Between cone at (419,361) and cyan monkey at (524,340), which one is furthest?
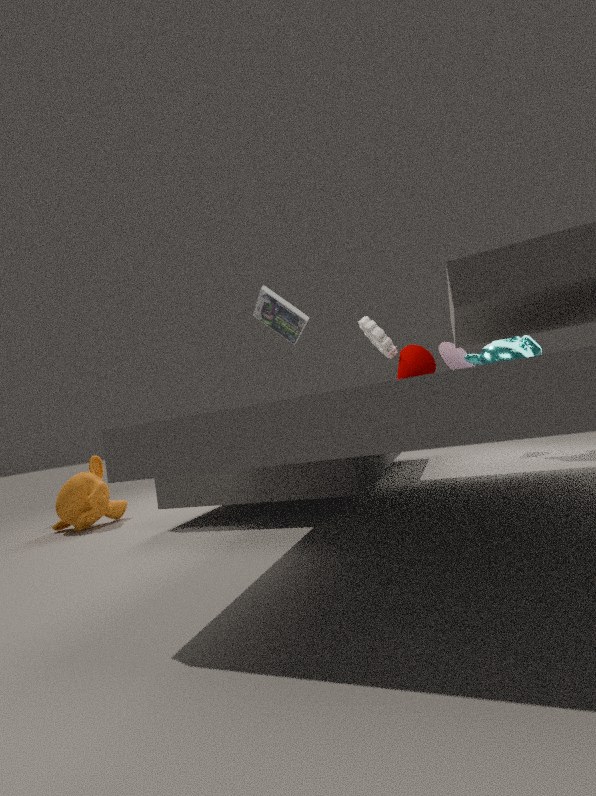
cyan monkey at (524,340)
